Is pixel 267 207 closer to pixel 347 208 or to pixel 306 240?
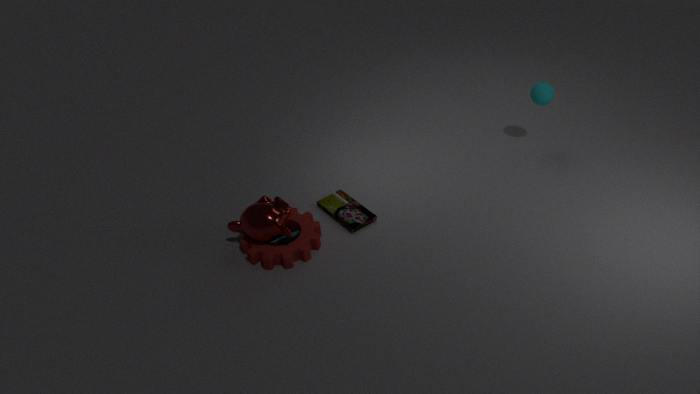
pixel 306 240
